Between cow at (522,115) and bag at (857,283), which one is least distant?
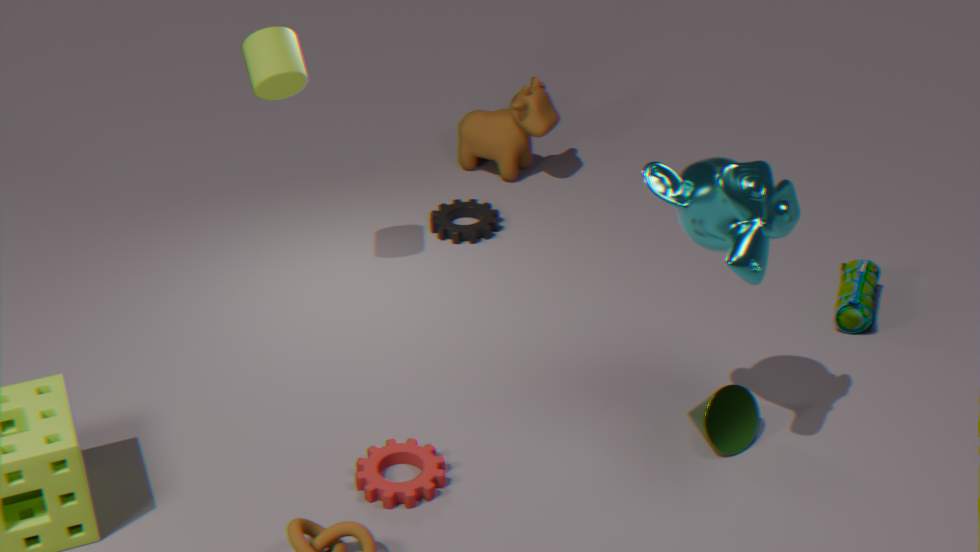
bag at (857,283)
